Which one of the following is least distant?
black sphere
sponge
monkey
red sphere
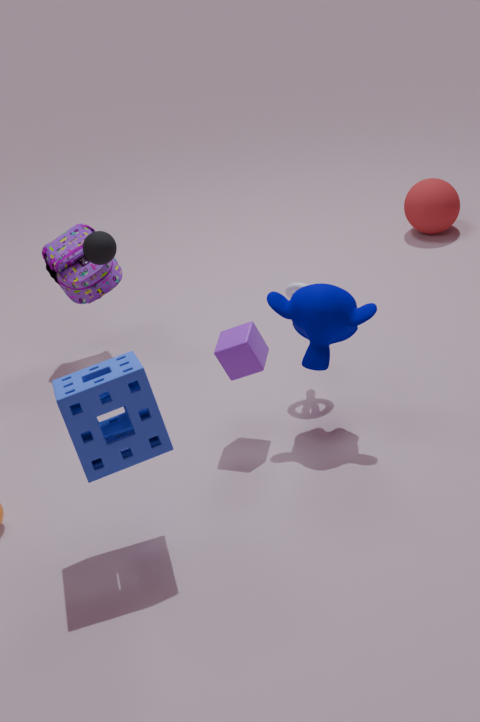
sponge
